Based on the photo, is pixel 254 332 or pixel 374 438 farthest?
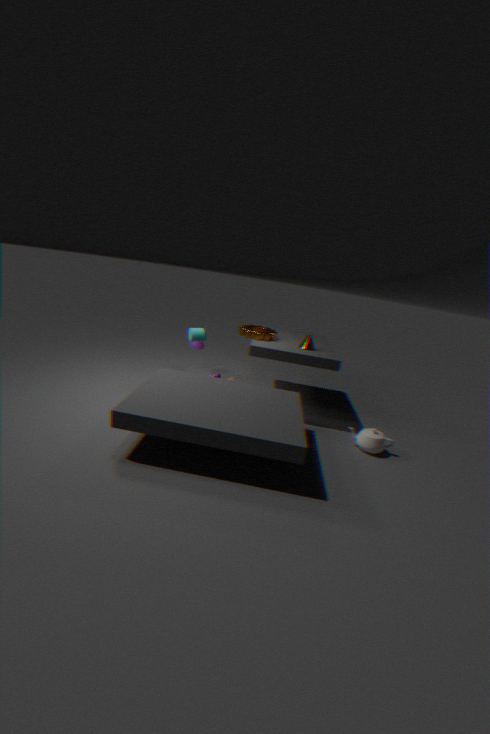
pixel 254 332
